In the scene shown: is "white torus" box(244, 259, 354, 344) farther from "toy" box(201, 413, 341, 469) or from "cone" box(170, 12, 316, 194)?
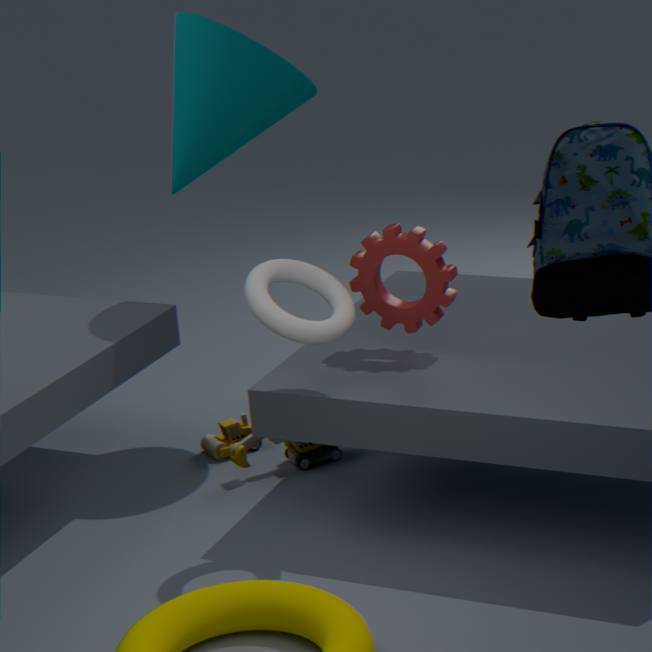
"toy" box(201, 413, 341, 469)
